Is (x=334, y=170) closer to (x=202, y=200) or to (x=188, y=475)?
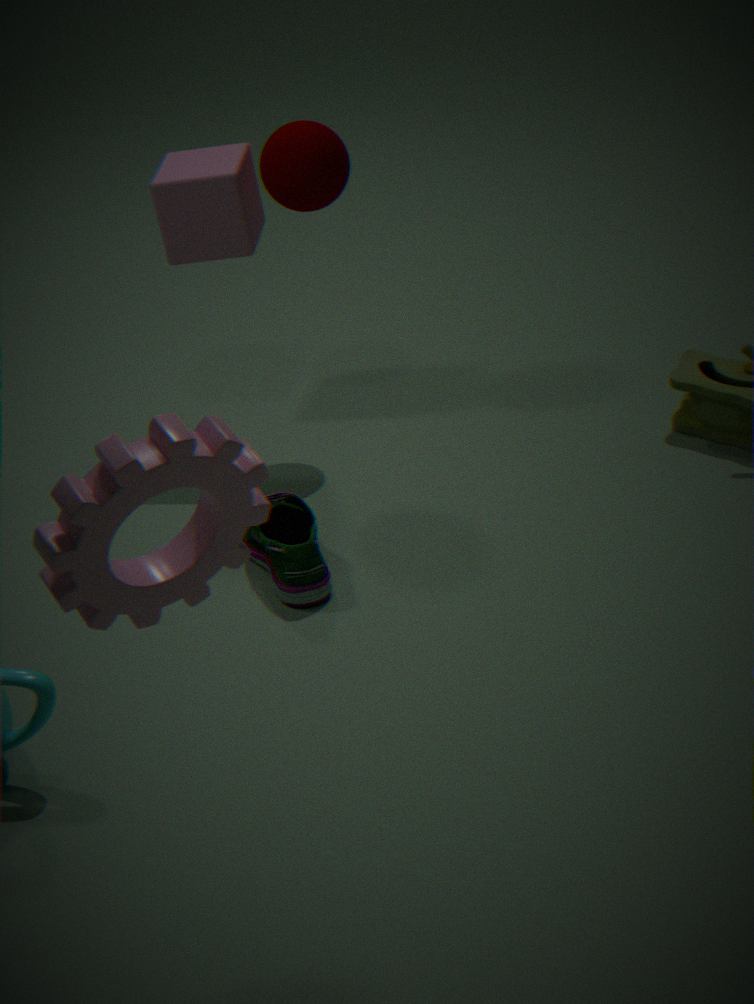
(x=202, y=200)
